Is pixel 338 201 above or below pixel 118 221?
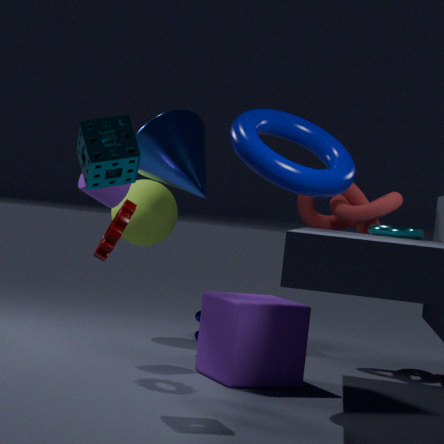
above
